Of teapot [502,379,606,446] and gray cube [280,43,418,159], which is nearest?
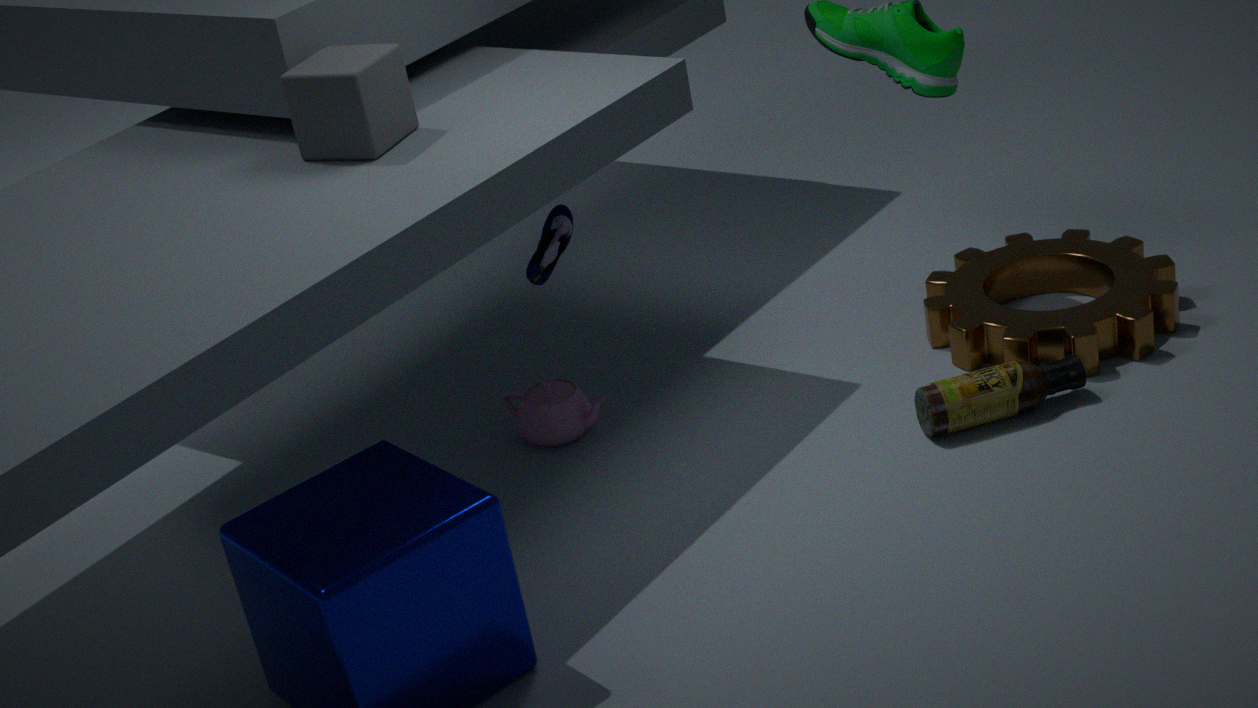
gray cube [280,43,418,159]
